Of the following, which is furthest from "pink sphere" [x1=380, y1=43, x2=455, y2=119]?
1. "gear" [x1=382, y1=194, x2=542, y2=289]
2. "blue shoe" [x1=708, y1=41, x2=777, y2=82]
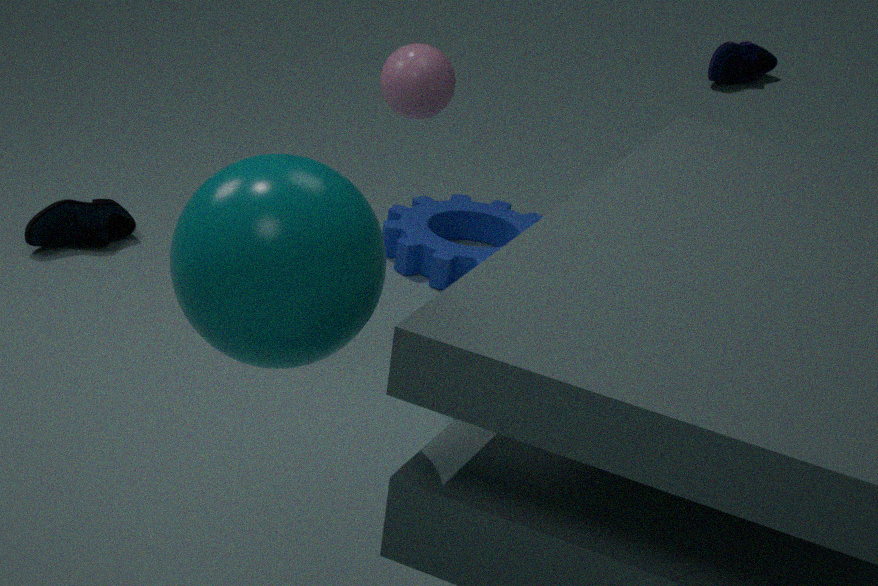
"blue shoe" [x1=708, y1=41, x2=777, y2=82]
